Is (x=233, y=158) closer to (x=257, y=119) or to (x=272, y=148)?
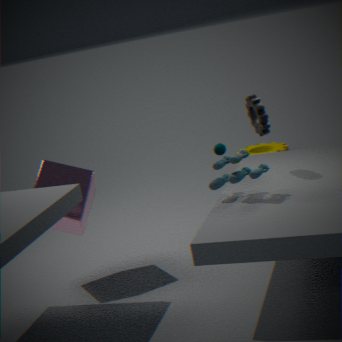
(x=257, y=119)
